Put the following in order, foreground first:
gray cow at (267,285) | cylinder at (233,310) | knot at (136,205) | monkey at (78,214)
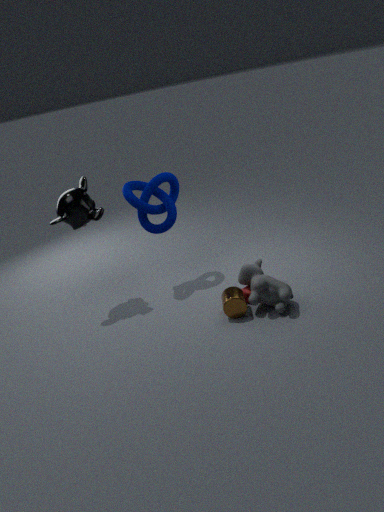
gray cow at (267,285)
cylinder at (233,310)
monkey at (78,214)
knot at (136,205)
